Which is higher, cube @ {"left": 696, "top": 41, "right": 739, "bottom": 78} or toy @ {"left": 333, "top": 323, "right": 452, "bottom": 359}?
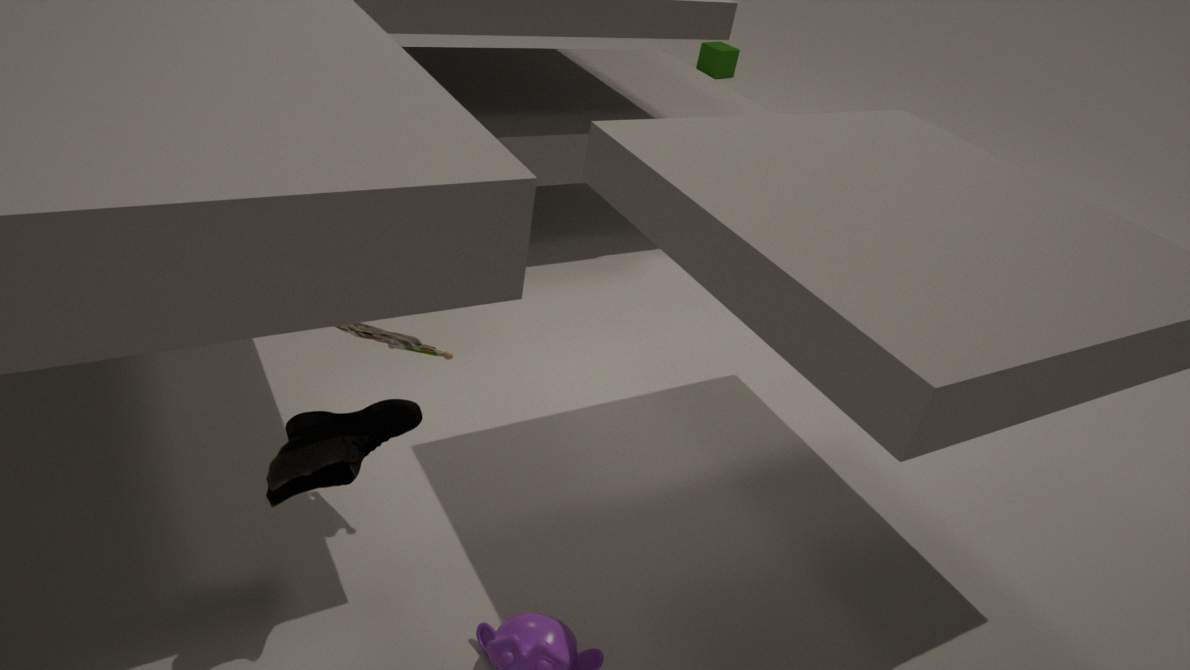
toy @ {"left": 333, "top": 323, "right": 452, "bottom": 359}
